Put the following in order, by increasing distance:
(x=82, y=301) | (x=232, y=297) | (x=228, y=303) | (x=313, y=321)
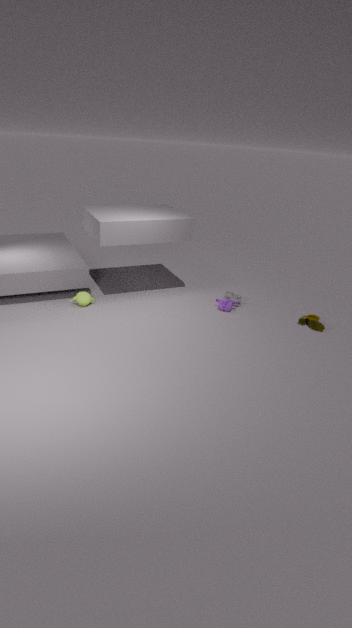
(x=313, y=321), (x=82, y=301), (x=228, y=303), (x=232, y=297)
